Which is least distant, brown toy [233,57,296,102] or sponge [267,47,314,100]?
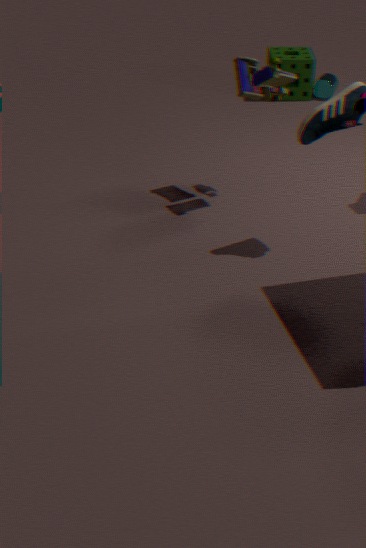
brown toy [233,57,296,102]
